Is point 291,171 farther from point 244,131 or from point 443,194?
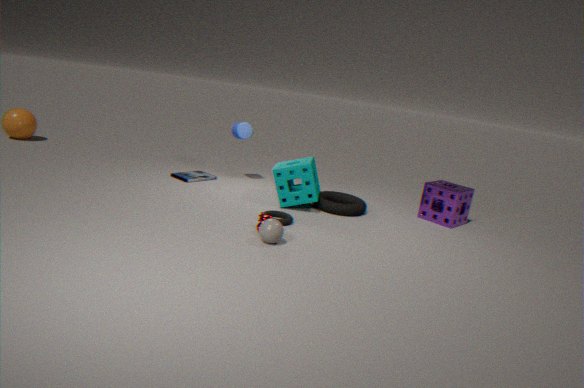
point 443,194
